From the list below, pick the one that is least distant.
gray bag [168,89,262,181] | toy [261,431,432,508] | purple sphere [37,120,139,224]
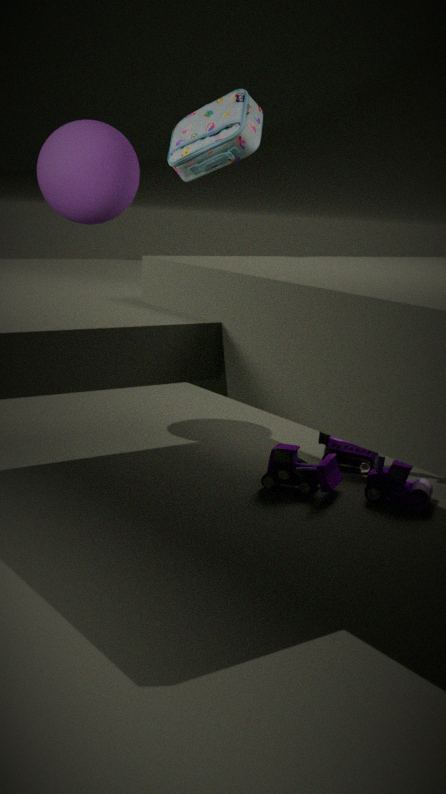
gray bag [168,89,262,181]
